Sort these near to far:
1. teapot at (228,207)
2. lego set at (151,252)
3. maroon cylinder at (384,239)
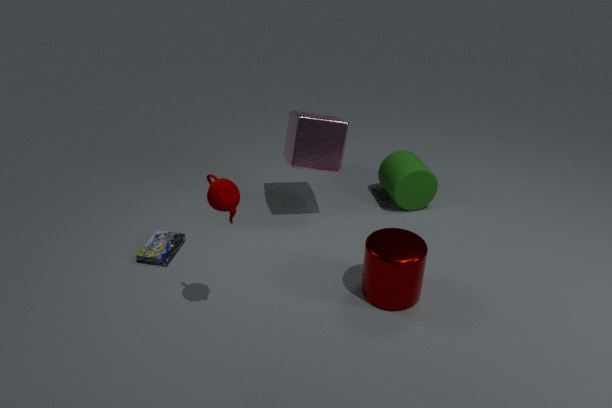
1. teapot at (228,207)
2. maroon cylinder at (384,239)
3. lego set at (151,252)
